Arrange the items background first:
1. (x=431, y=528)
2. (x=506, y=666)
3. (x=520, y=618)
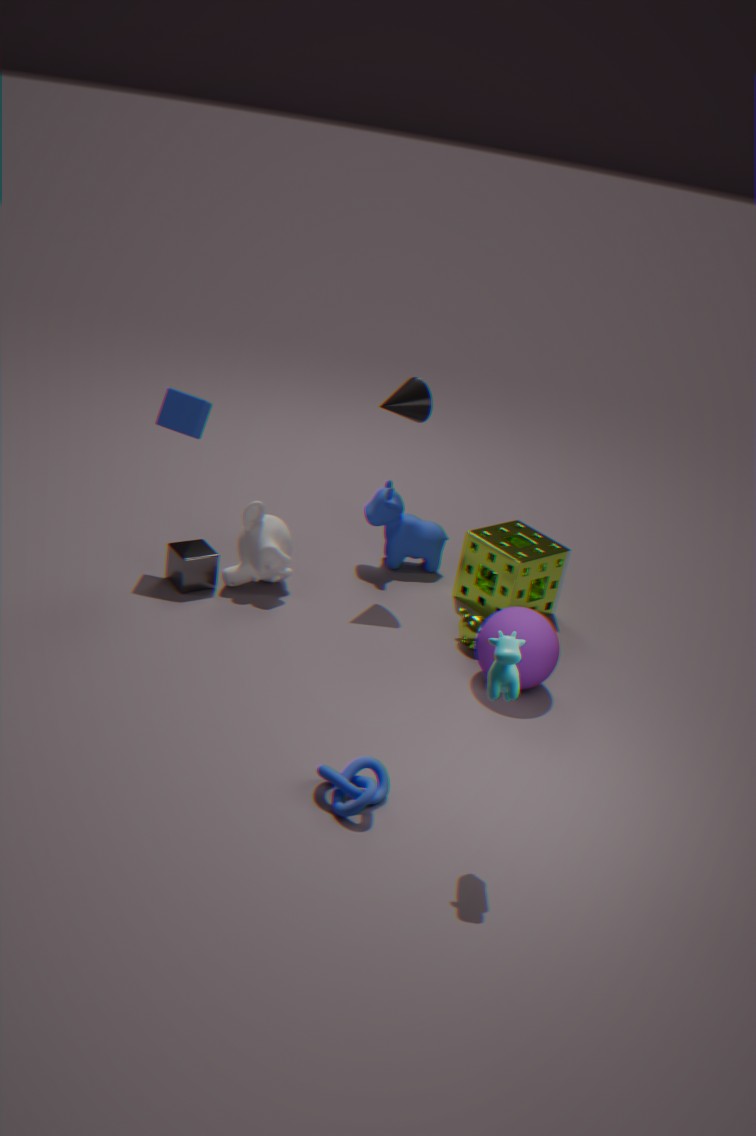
(x=431, y=528)
(x=520, y=618)
(x=506, y=666)
